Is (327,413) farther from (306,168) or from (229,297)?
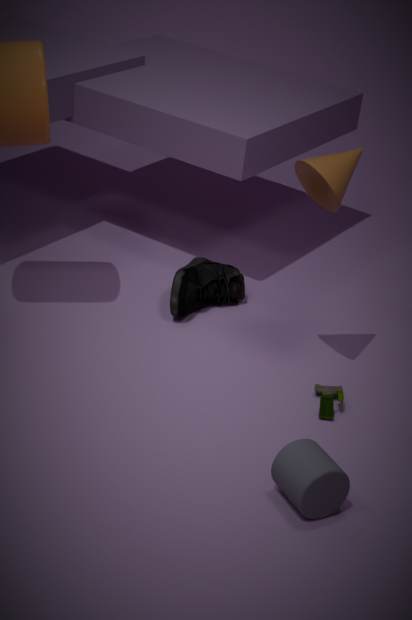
(229,297)
